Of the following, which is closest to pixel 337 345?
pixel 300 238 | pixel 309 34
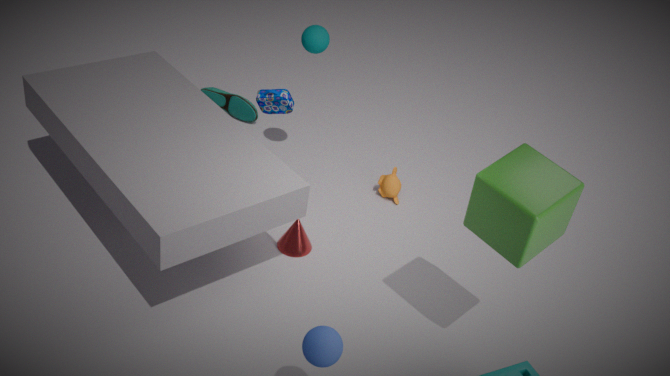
pixel 300 238
